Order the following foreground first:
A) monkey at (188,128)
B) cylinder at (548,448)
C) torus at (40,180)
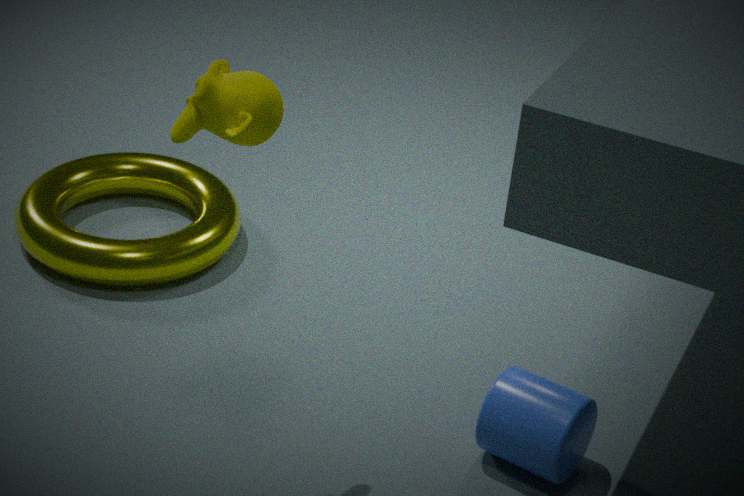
monkey at (188,128), cylinder at (548,448), torus at (40,180)
